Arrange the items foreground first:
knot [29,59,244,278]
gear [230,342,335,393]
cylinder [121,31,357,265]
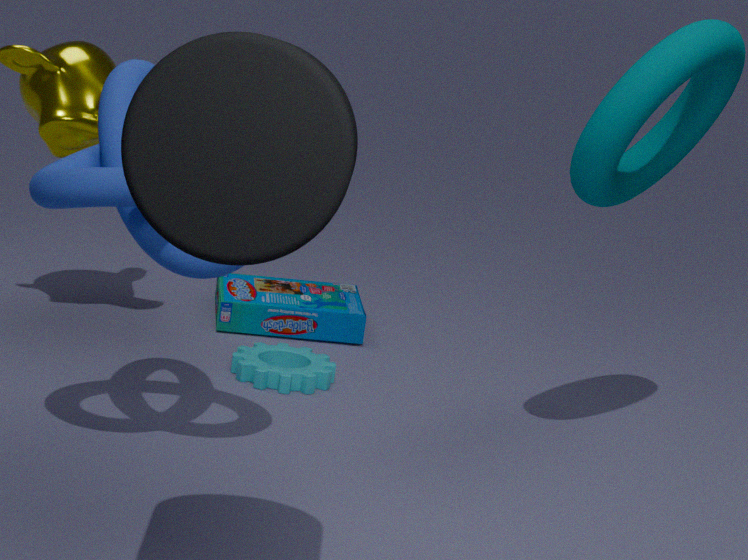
A: cylinder [121,31,357,265], knot [29,59,244,278], gear [230,342,335,393]
